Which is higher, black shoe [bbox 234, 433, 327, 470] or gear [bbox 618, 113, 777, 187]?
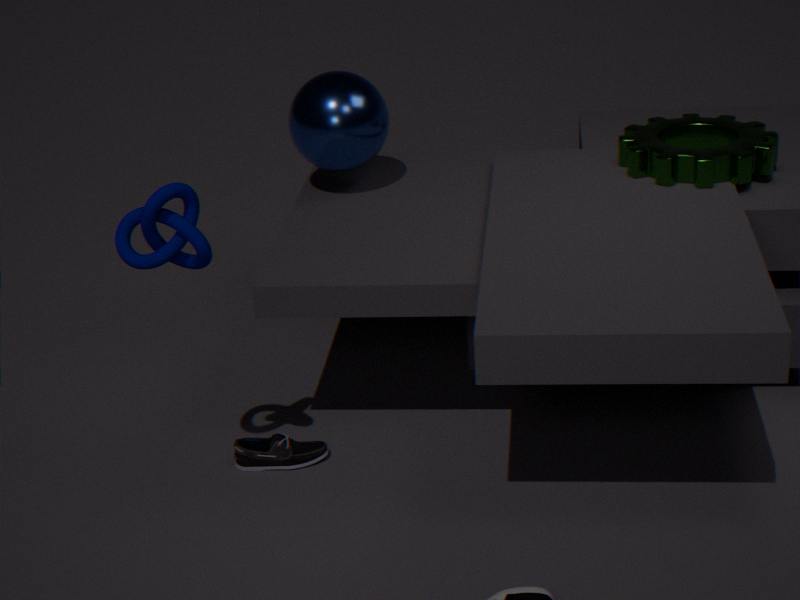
gear [bbox 618, 113, 777, 187]
